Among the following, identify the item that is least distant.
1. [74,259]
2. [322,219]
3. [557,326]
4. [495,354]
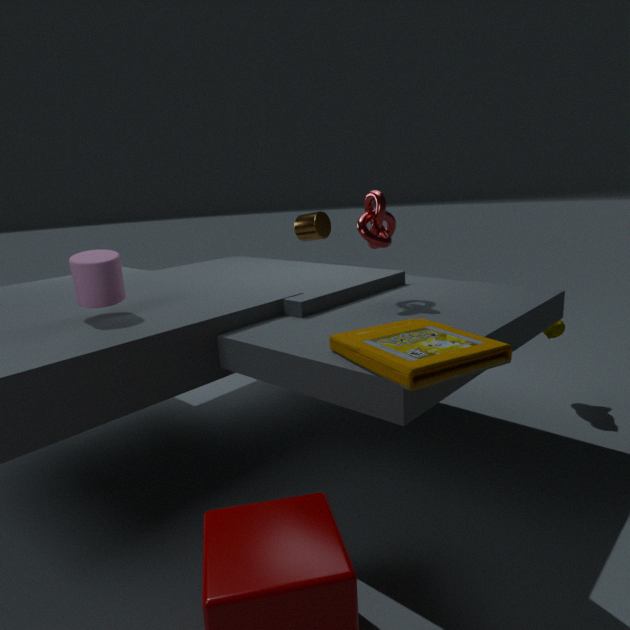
[495,354]
